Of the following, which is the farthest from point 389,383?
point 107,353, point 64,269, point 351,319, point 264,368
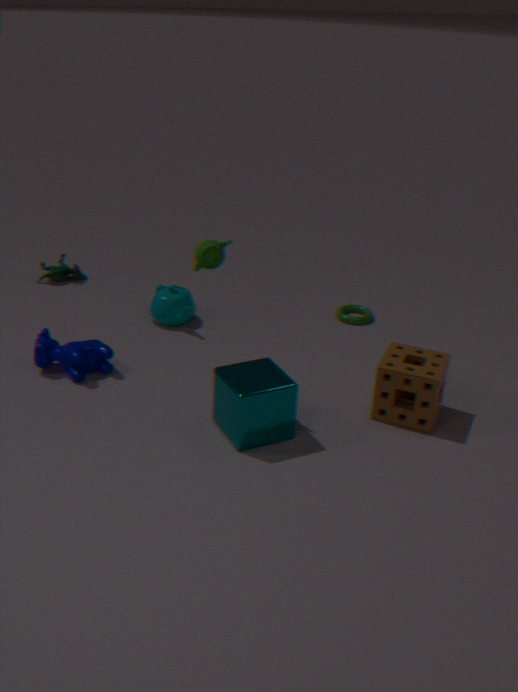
point 64,269
